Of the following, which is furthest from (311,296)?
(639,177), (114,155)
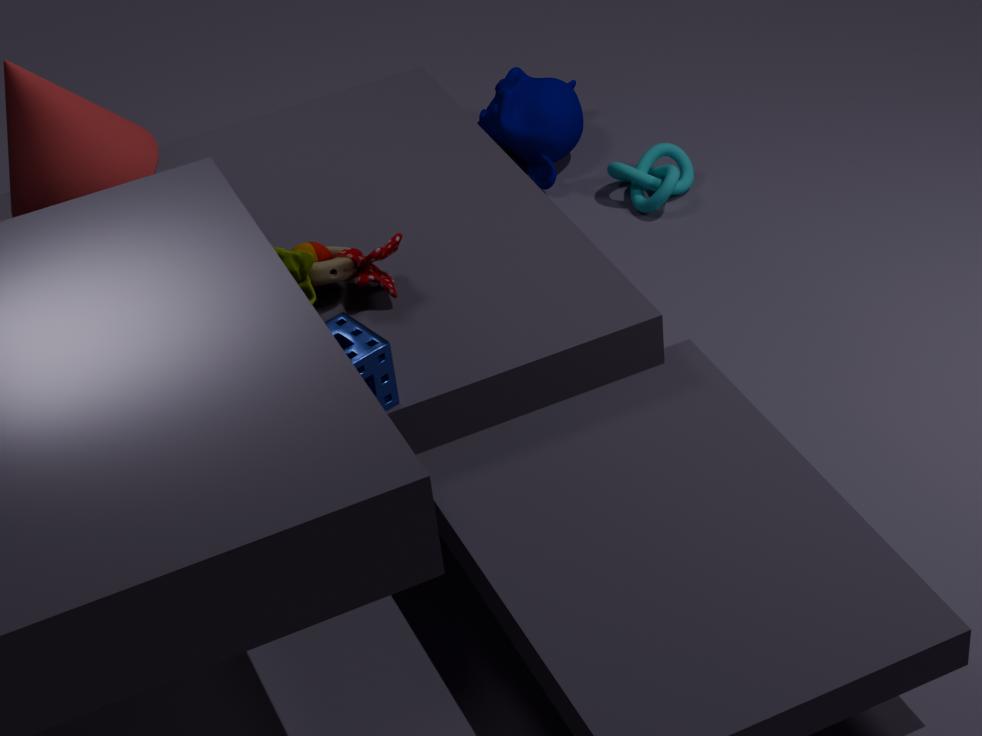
(639,177)
